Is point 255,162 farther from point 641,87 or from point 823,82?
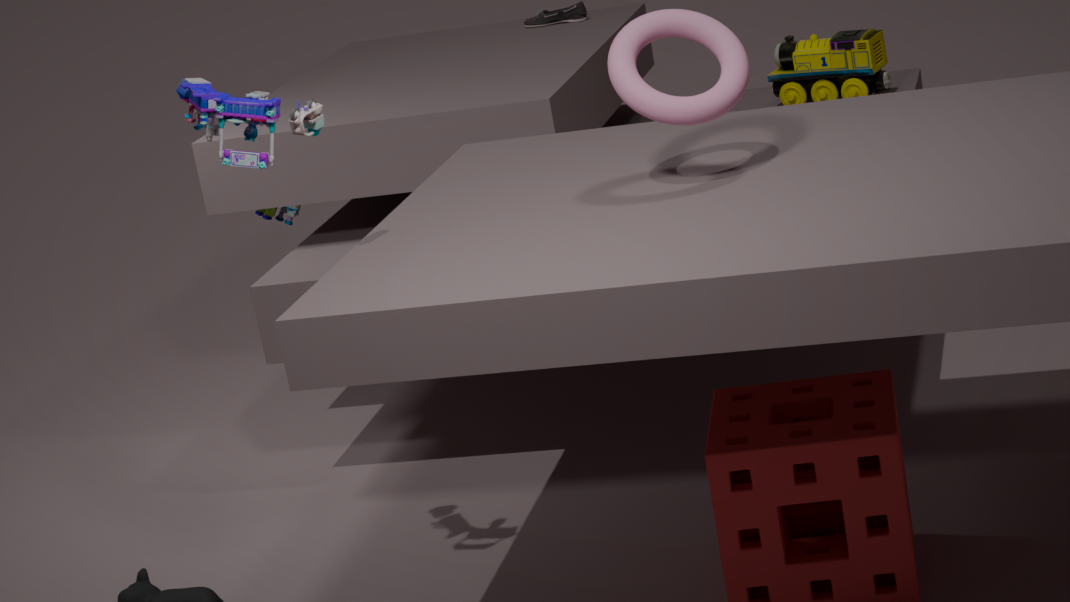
point 823,82
